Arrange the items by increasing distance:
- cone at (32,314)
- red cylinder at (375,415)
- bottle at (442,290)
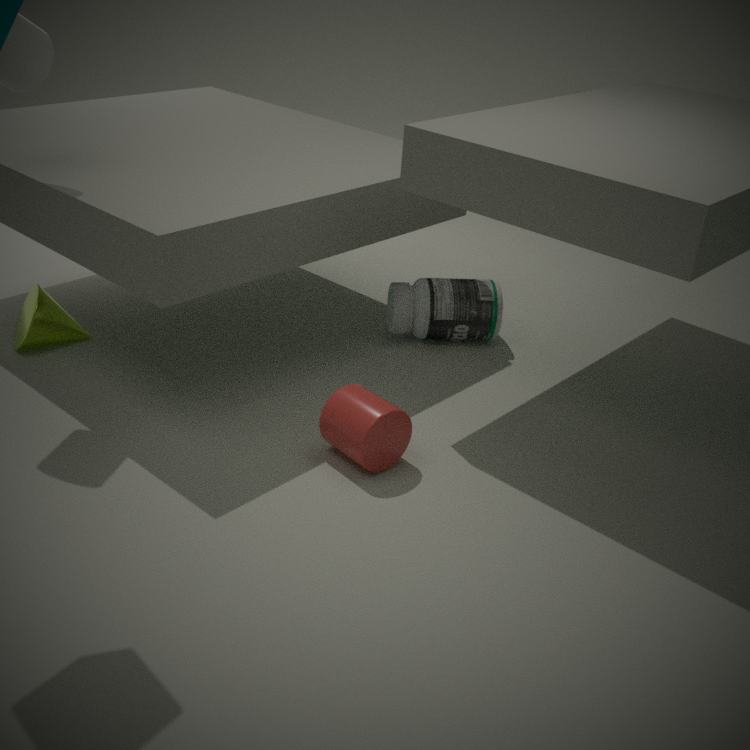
1. red cylinder at (375,415)
2. cone at (32,314)
3. bottle at (442,290)
